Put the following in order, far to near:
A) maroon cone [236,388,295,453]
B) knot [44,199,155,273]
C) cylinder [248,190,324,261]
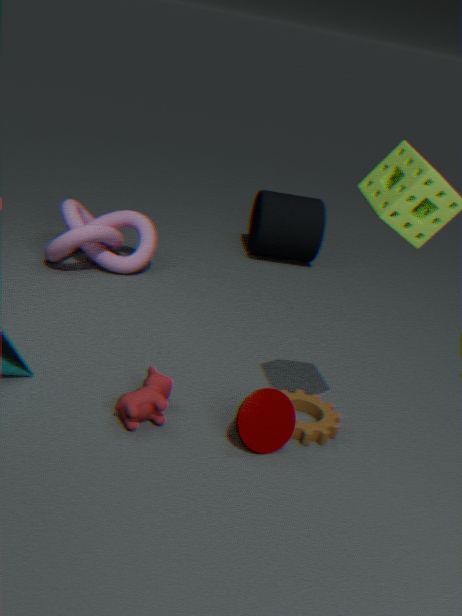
1. cylinder [248,190,324,261]
2. knot [44,199,155,273]
3. maroon cone [236,388,295,453]
